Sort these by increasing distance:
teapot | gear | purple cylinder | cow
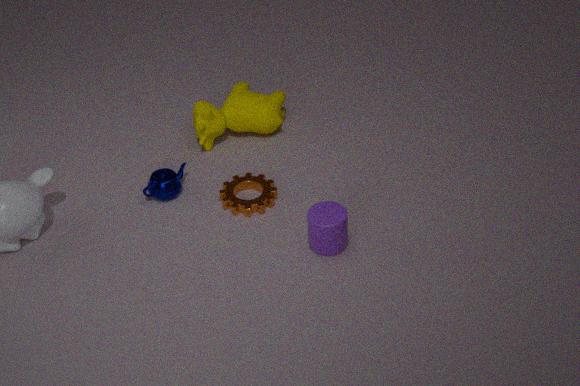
1. purple cylinder
2. gear
3. teapot
4. cow
